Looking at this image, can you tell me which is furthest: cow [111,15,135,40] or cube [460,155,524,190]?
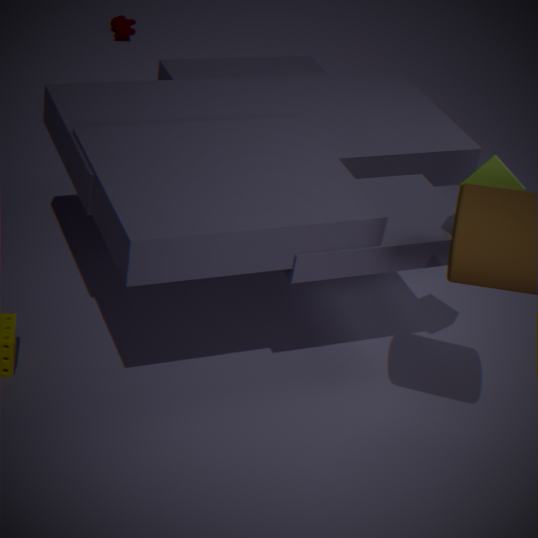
cow [111,15,135,40]
